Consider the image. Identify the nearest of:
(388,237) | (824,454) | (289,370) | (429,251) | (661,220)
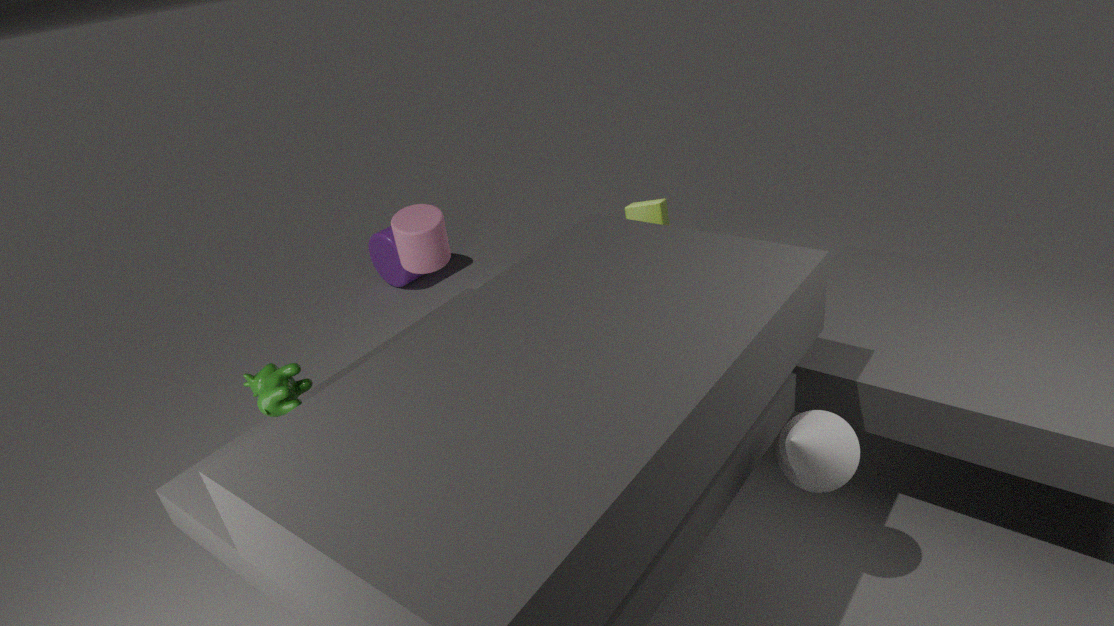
(824,454)
